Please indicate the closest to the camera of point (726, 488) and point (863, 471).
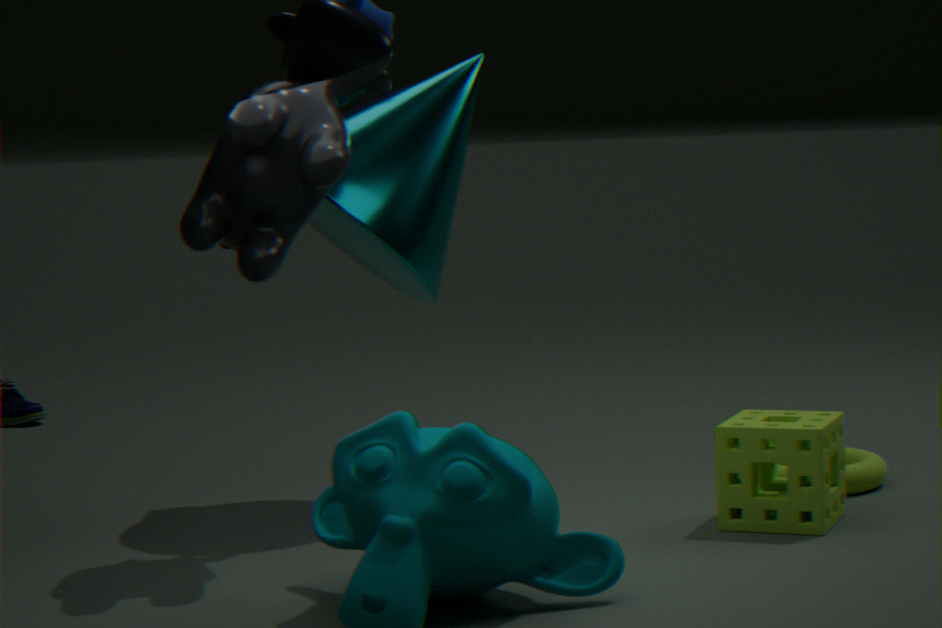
point (726, 488)
